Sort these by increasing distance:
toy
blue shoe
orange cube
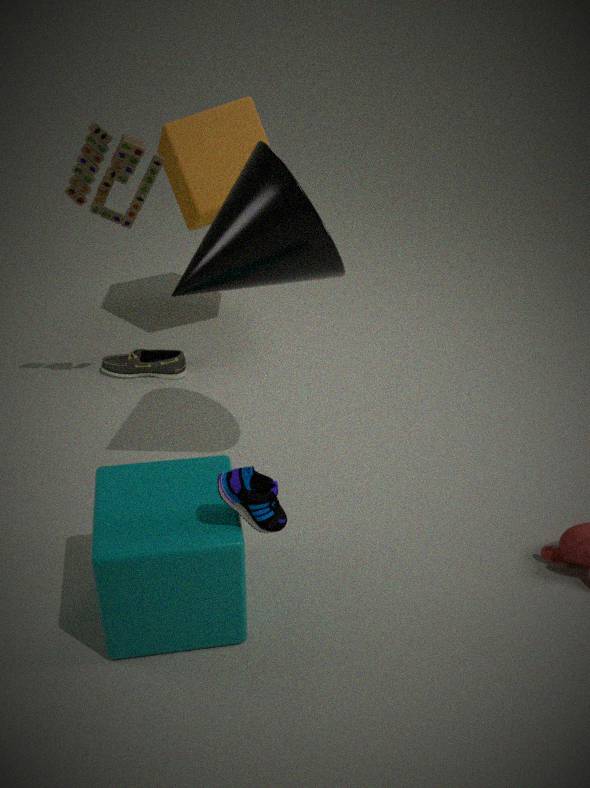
1. blue shoe
2. toy
3. orange cube
